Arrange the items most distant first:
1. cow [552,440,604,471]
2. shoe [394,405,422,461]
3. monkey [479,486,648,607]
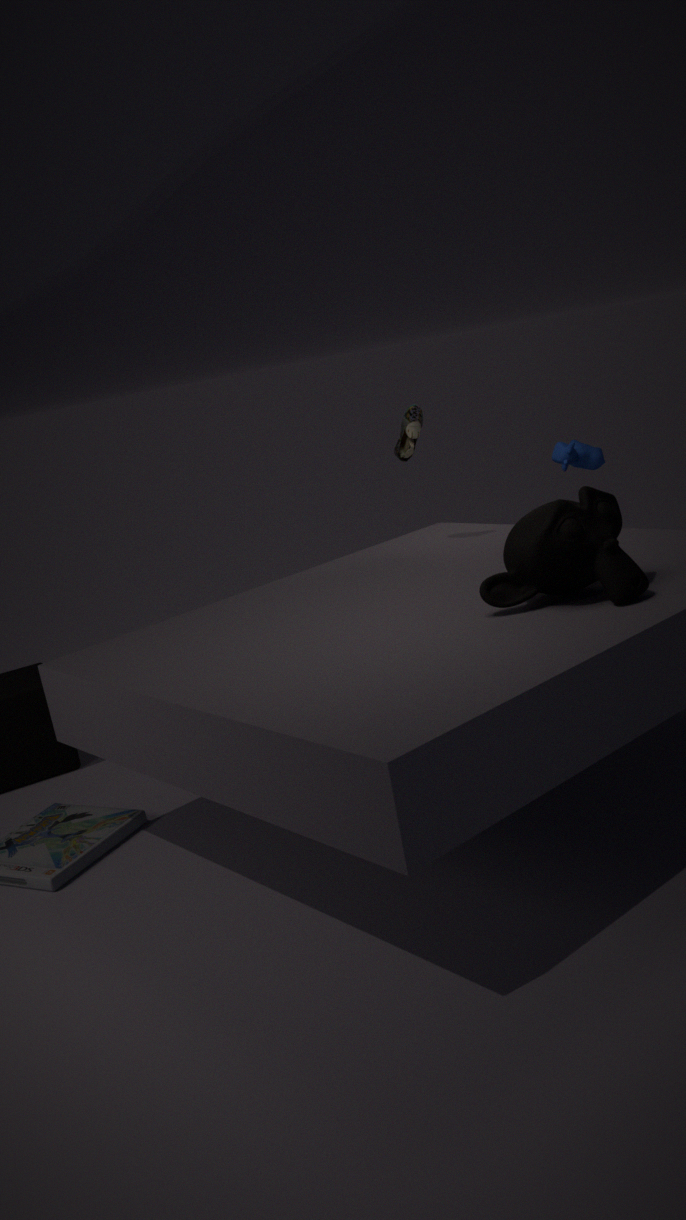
1. cow [552,440,604,471]
2. shoe [394,405,422,461]
3. monkey [479,486,648,607]
